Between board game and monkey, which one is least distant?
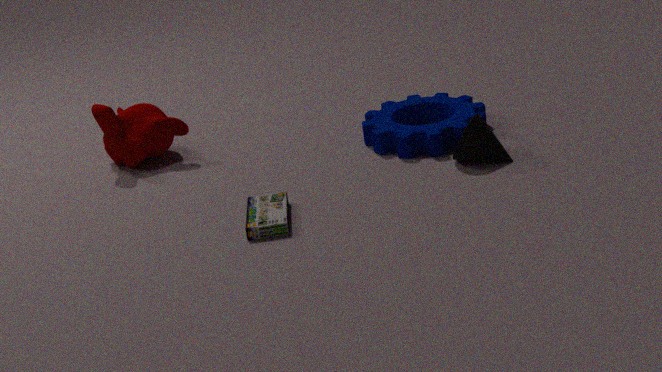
board game
